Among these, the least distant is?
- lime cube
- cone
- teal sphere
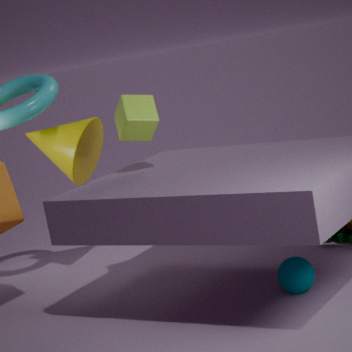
teal sphere
